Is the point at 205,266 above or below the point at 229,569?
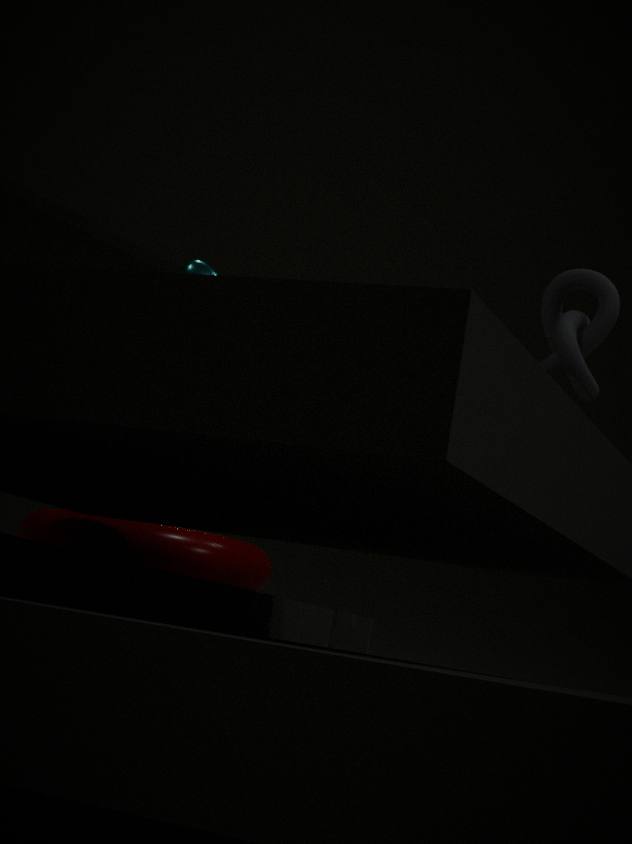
above
